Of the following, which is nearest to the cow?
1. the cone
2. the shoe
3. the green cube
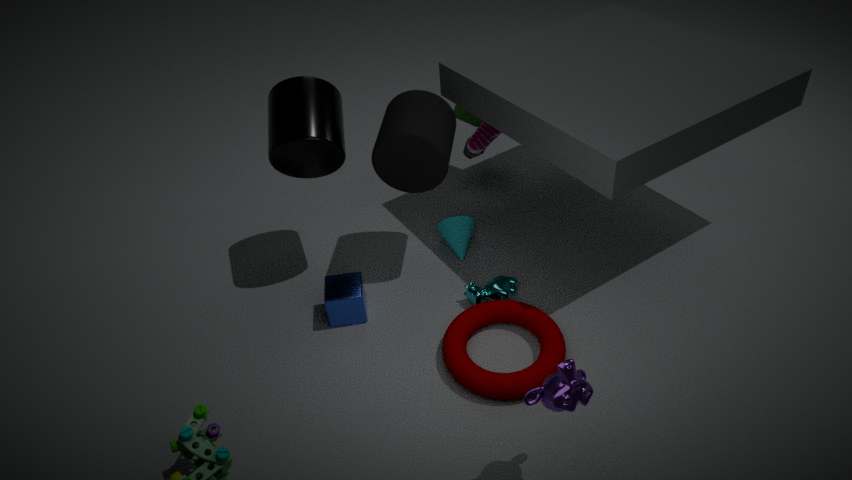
A: the cone
